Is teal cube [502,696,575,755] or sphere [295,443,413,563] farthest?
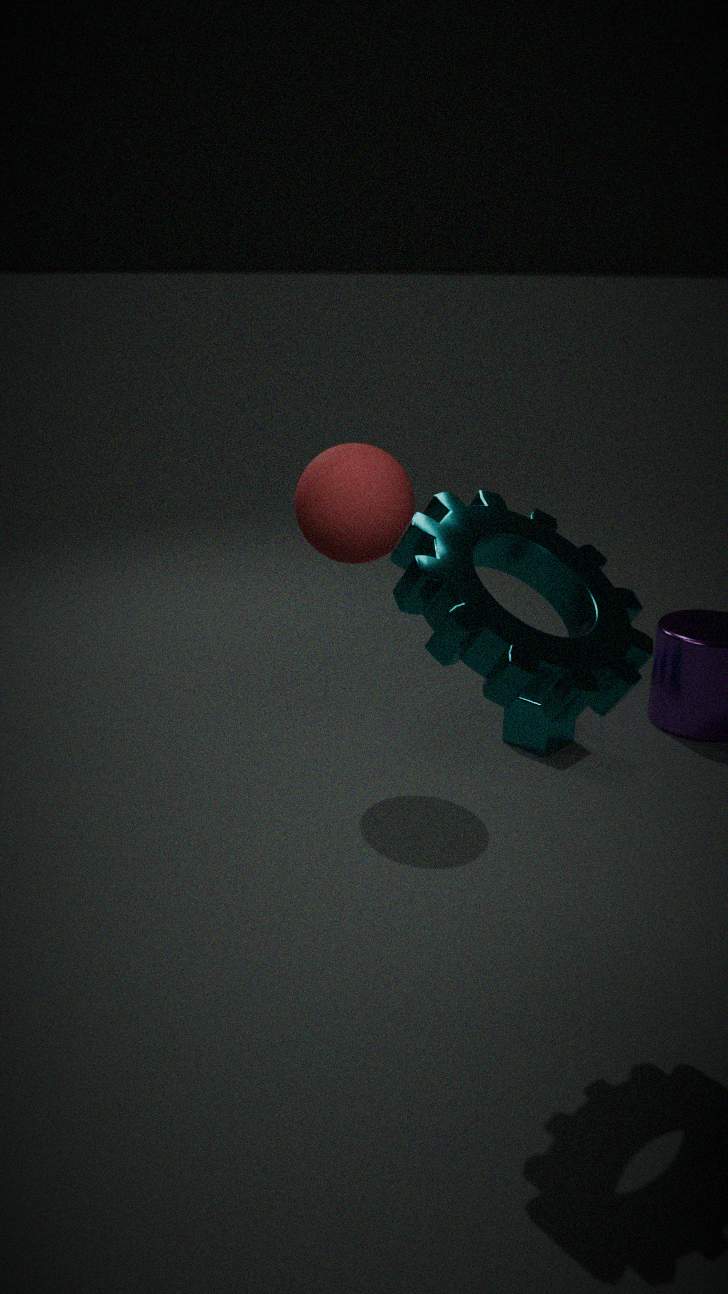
teal cube [502,696,575,755]
